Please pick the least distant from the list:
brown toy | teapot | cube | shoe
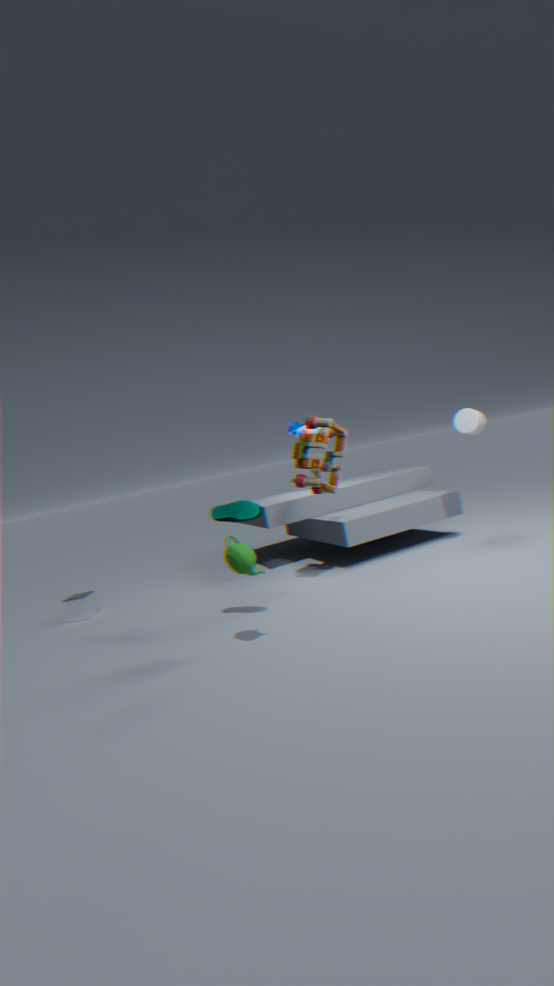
teapot
